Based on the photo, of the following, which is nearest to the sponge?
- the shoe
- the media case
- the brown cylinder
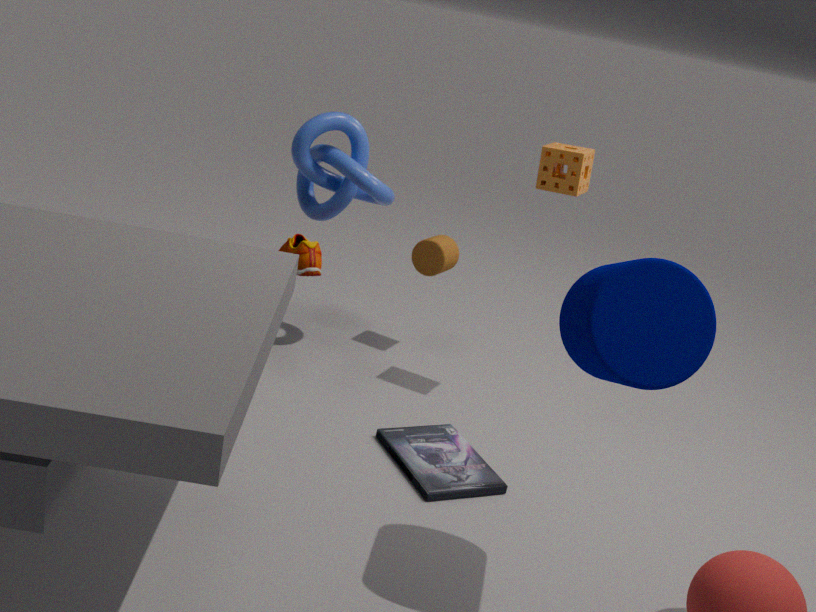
the brown cylinder
